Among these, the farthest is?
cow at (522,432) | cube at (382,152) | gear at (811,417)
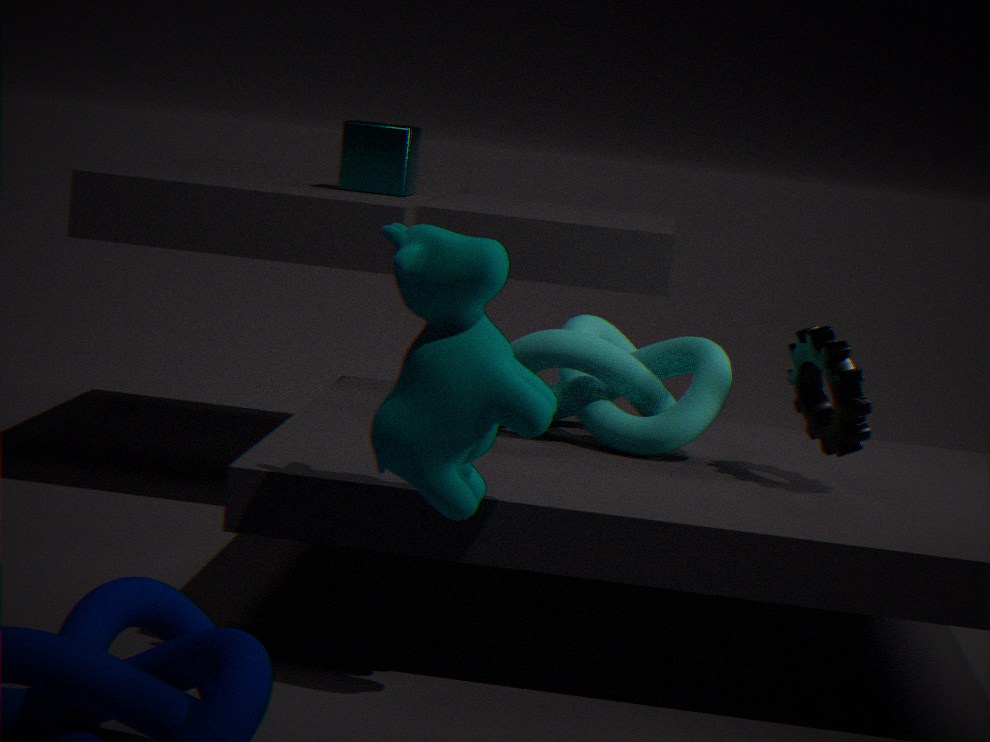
cube at (382,152)
